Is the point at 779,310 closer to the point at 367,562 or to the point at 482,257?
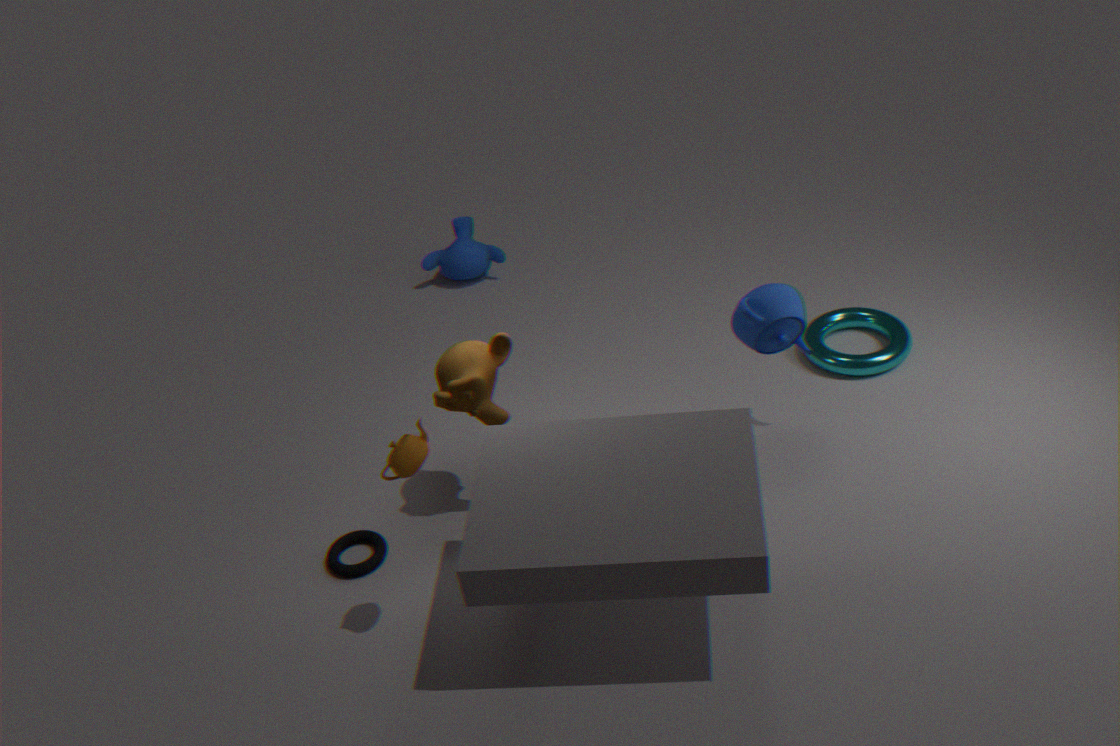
the point at 367,562
